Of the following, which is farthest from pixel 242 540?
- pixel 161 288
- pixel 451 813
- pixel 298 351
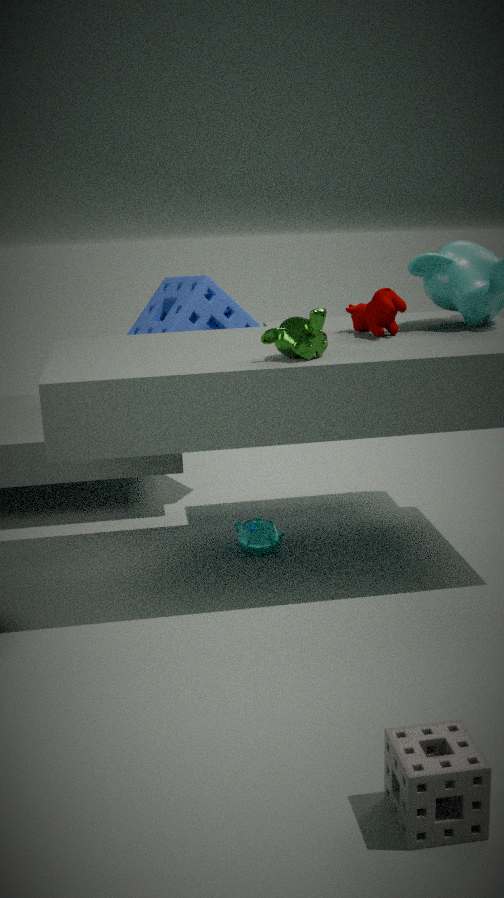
pixel 451 813
